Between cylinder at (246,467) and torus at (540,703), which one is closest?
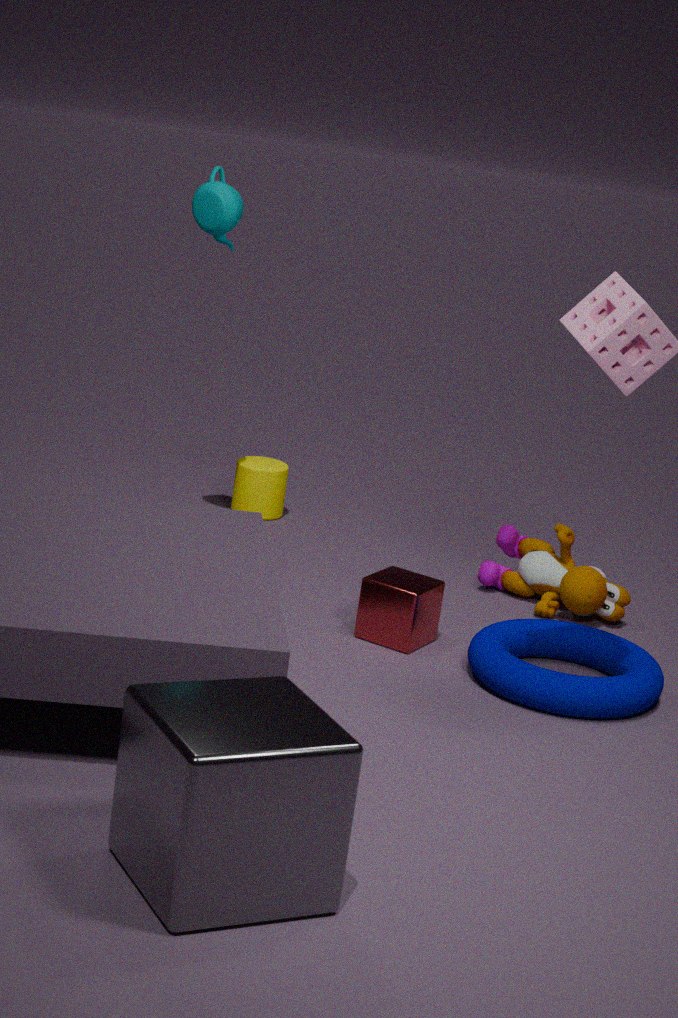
torus at (540,703)
